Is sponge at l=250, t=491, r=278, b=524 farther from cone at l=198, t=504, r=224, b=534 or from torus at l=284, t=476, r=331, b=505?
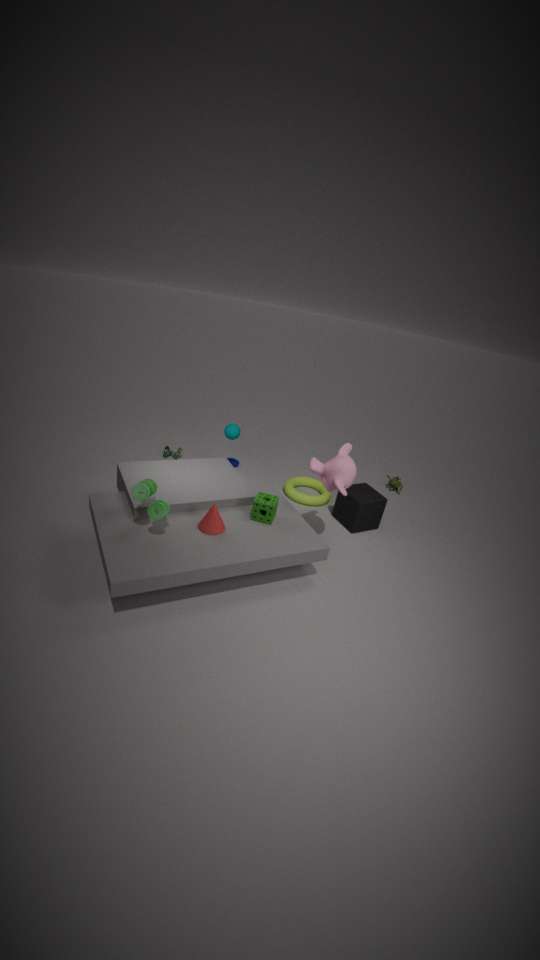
torus at l=284, t=476, r=331, b=505
